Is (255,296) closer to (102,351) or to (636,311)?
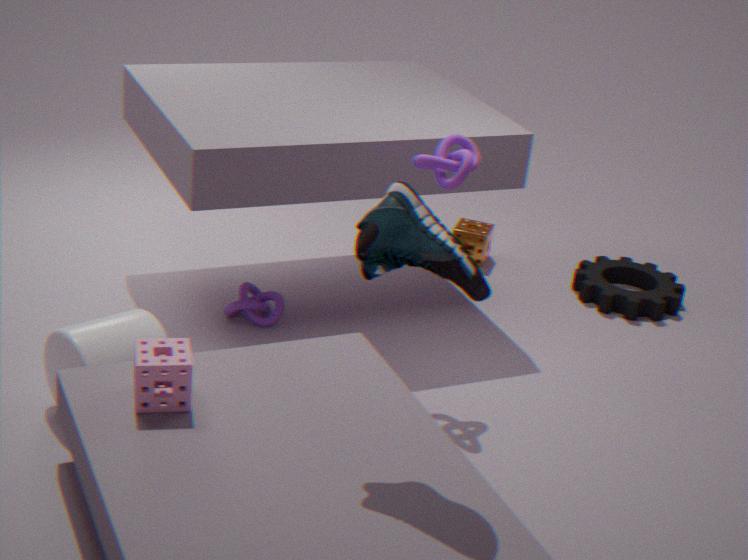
(102,351)
